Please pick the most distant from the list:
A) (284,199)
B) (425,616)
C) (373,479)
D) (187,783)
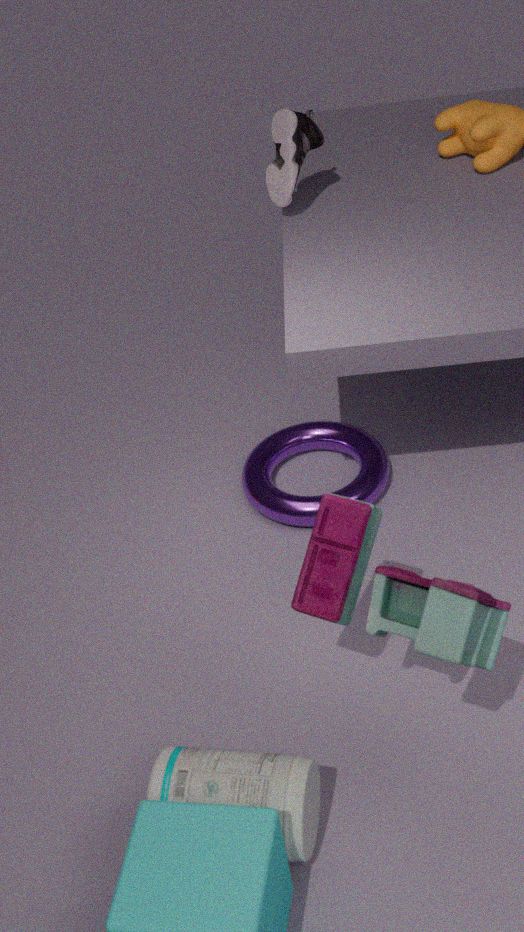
(284,199)
